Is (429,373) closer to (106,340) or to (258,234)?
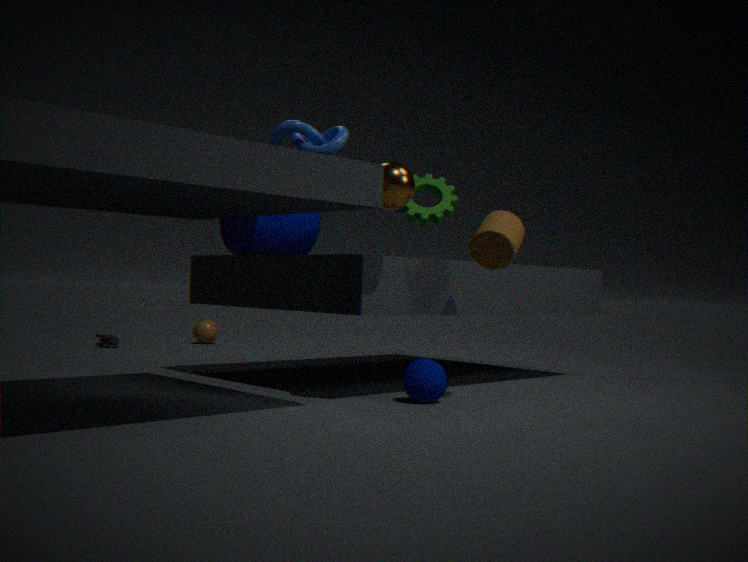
(258,234)
